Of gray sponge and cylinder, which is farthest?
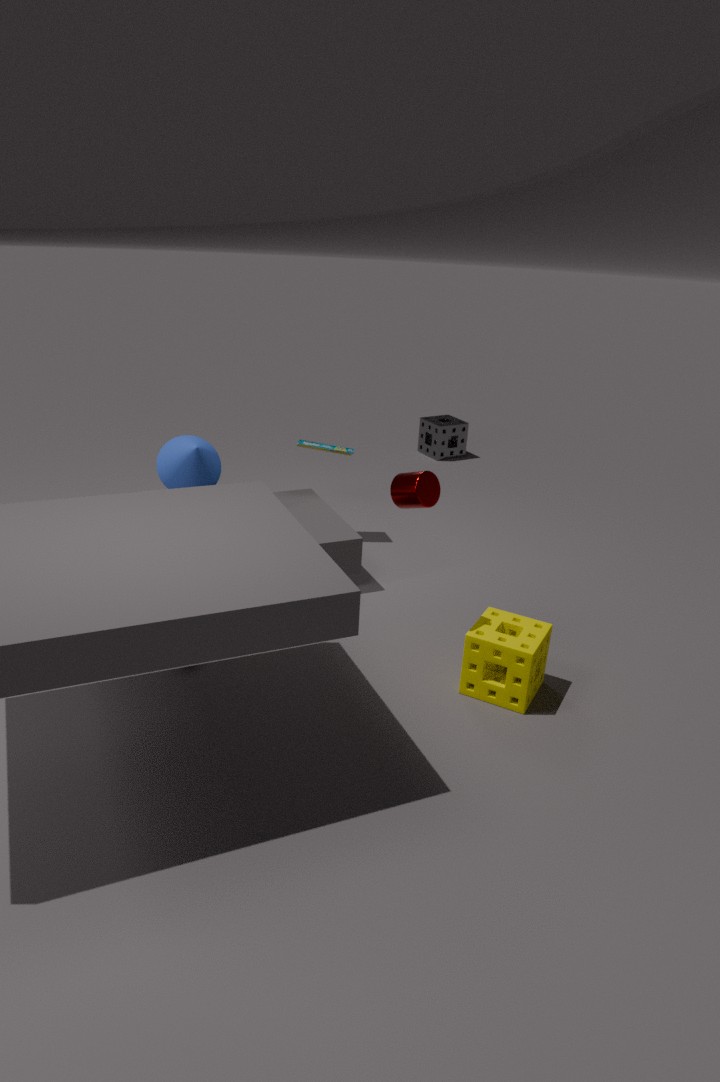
gray sponge
